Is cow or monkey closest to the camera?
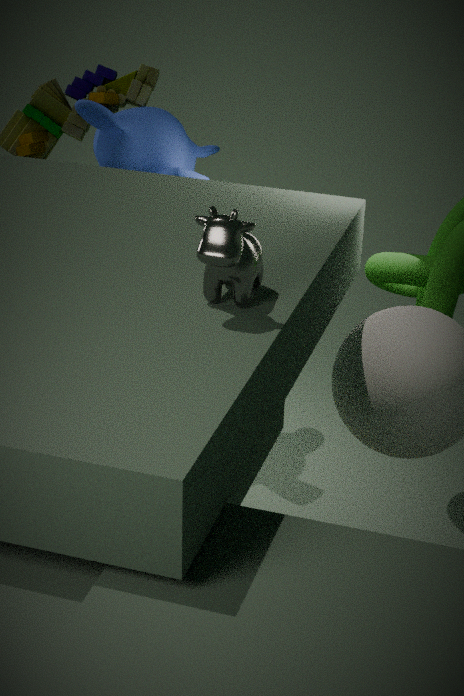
cow
